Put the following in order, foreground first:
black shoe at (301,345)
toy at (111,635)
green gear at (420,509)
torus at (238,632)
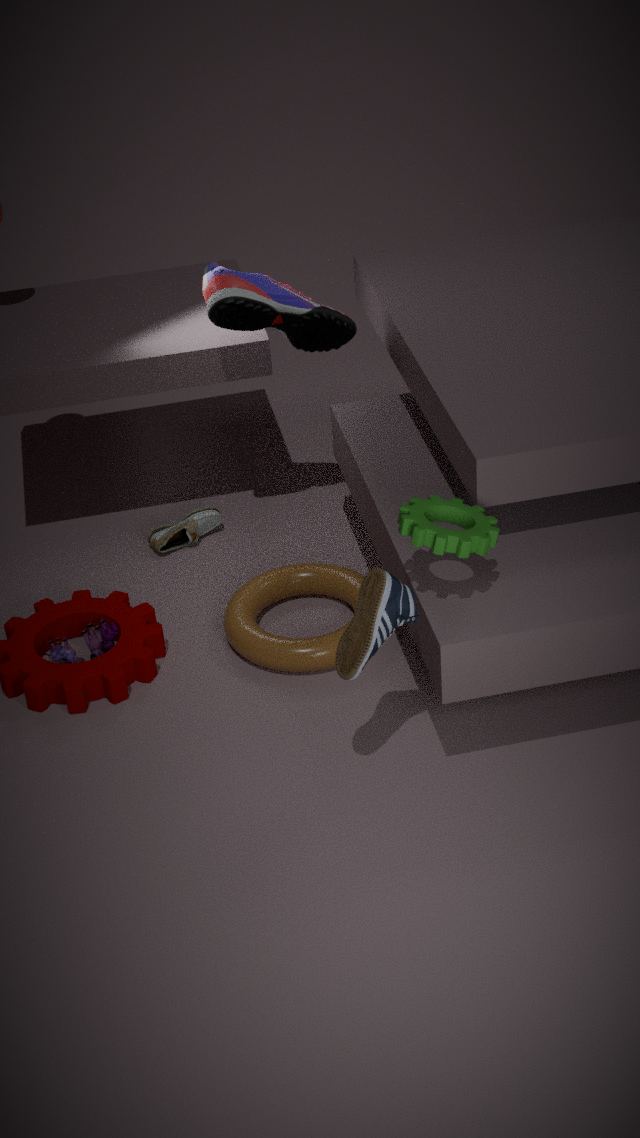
green gear at (420,509) < torus at (238,632) < toy at (111,635) < black shoe at (301,345)
